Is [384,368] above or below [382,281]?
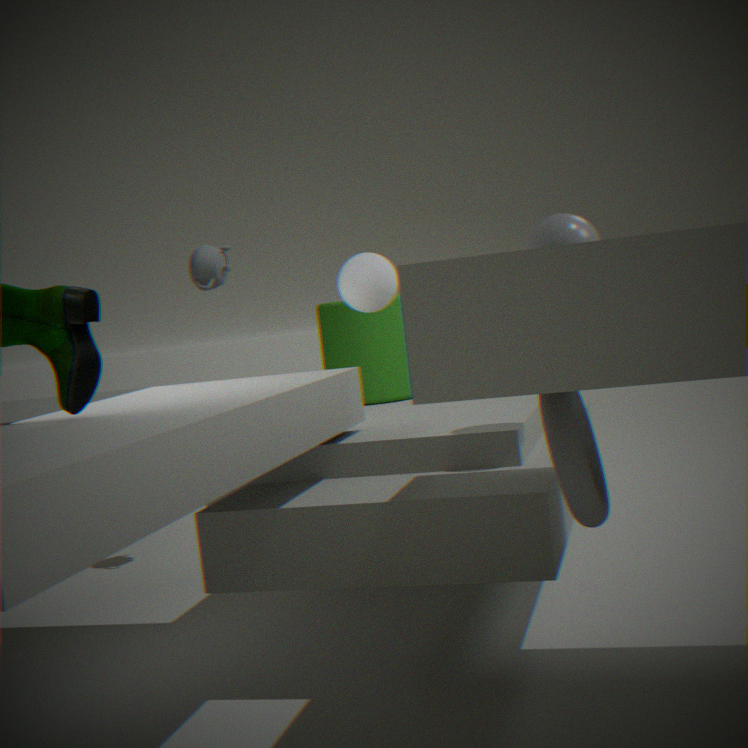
below
